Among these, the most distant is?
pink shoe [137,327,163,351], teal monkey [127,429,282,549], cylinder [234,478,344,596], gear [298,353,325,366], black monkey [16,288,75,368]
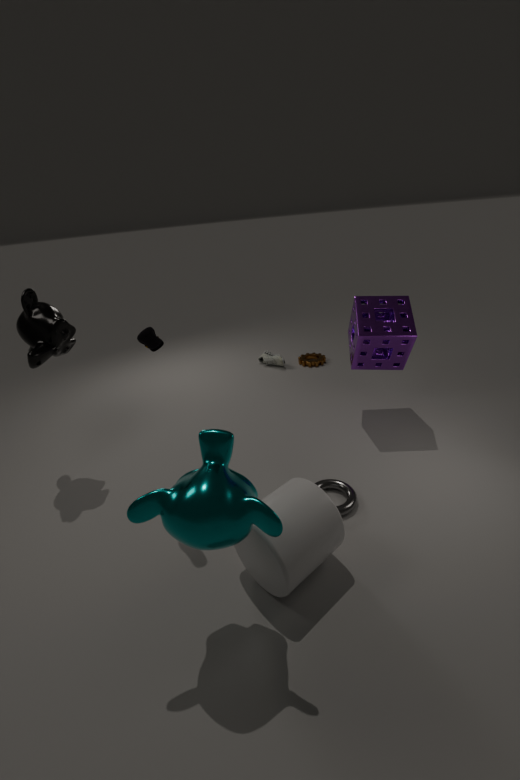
gear [298,353,325,366]
